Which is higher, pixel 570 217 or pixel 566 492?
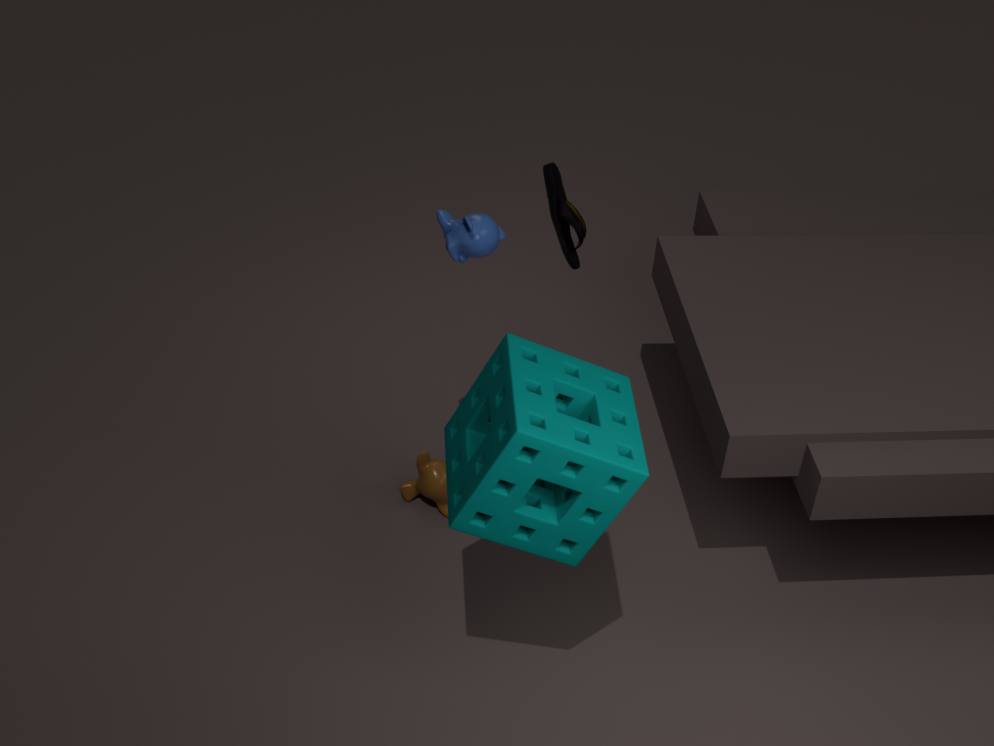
pixel 570 217
